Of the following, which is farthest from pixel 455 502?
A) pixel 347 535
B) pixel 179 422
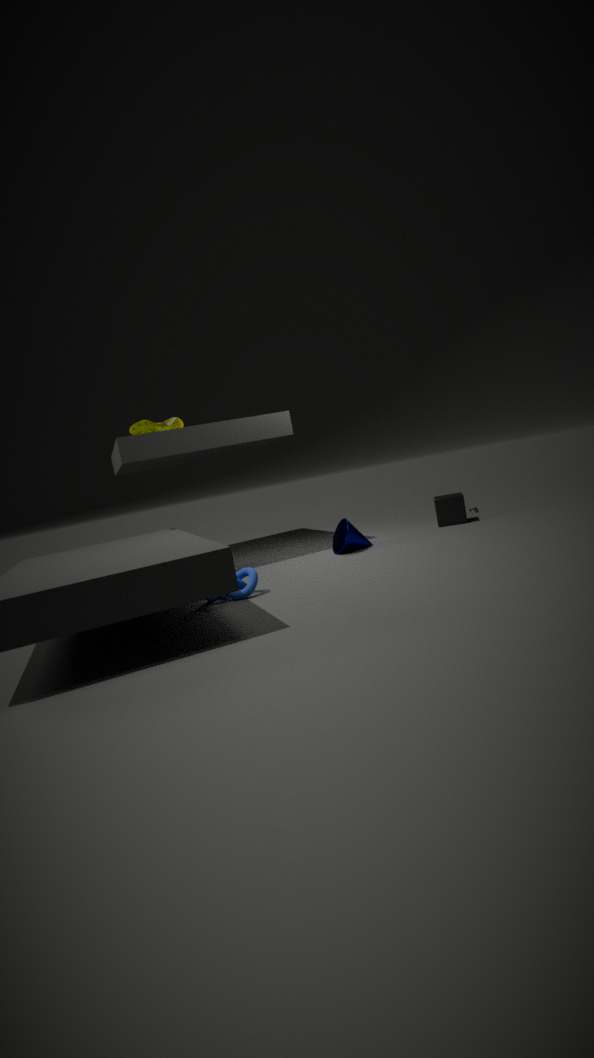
pixel 179 422
